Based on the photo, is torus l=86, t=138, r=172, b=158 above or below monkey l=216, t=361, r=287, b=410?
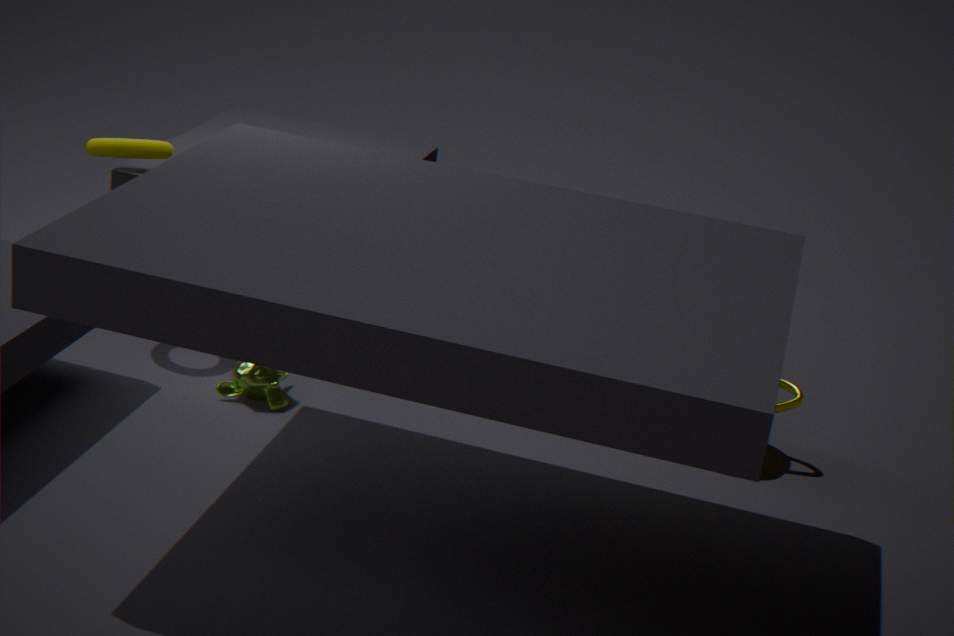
above
